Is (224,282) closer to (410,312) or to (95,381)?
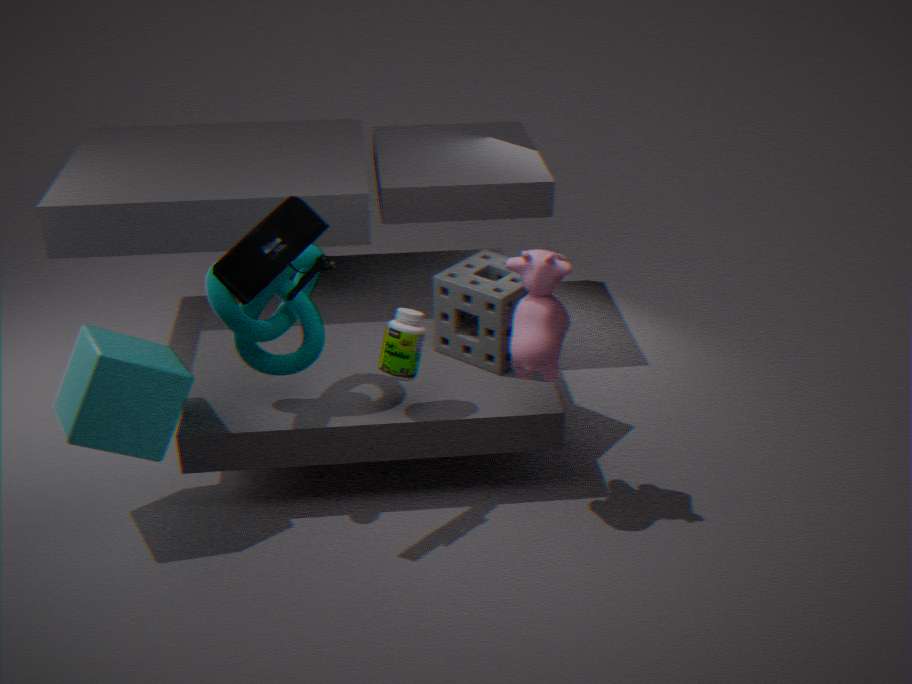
(410,312)
